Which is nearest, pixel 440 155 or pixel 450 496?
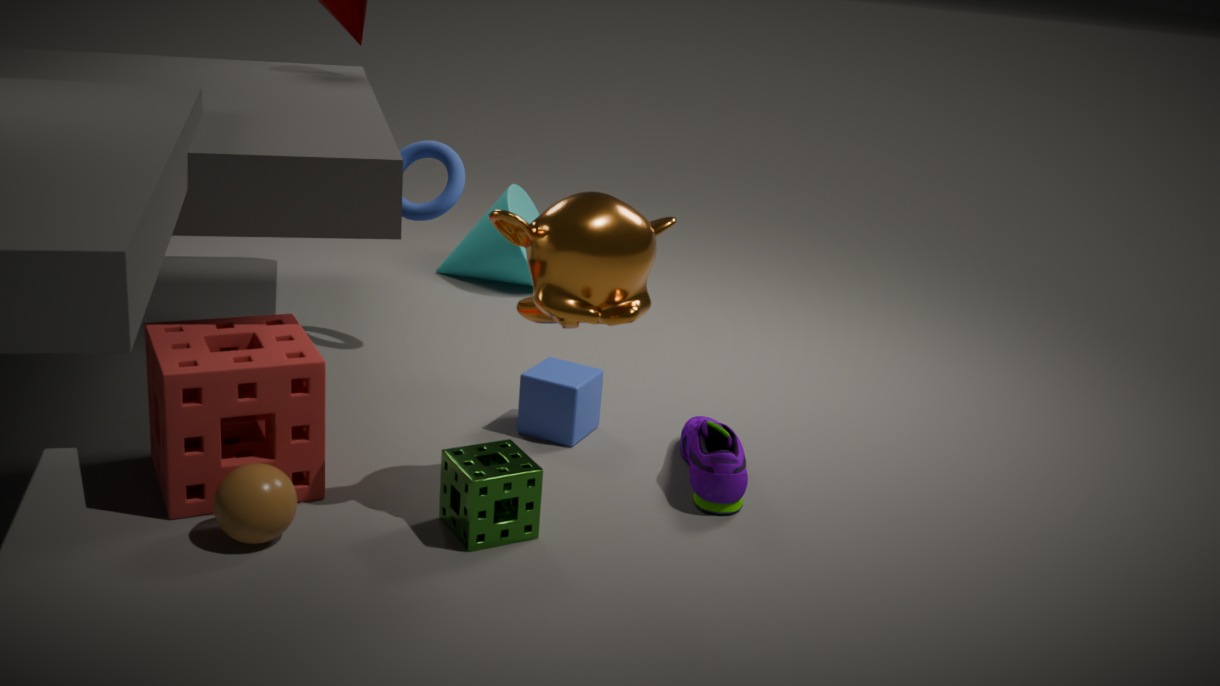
pixel 450 496
